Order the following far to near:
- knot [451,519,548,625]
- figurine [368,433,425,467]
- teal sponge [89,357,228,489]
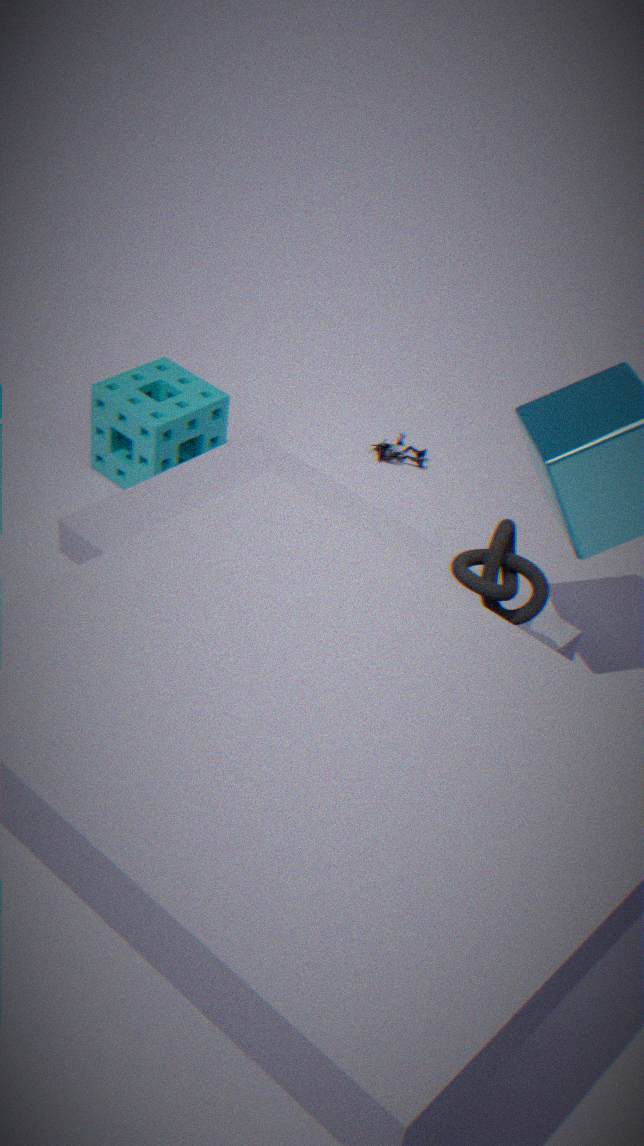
figurine [368,433,425,467] → teal sponge [89,357,228,489] → knot [451,519,548,625]
